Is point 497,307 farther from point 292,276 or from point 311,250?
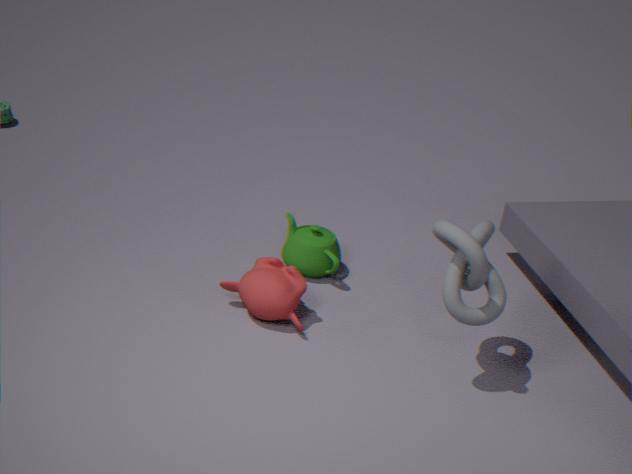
point 311,250
